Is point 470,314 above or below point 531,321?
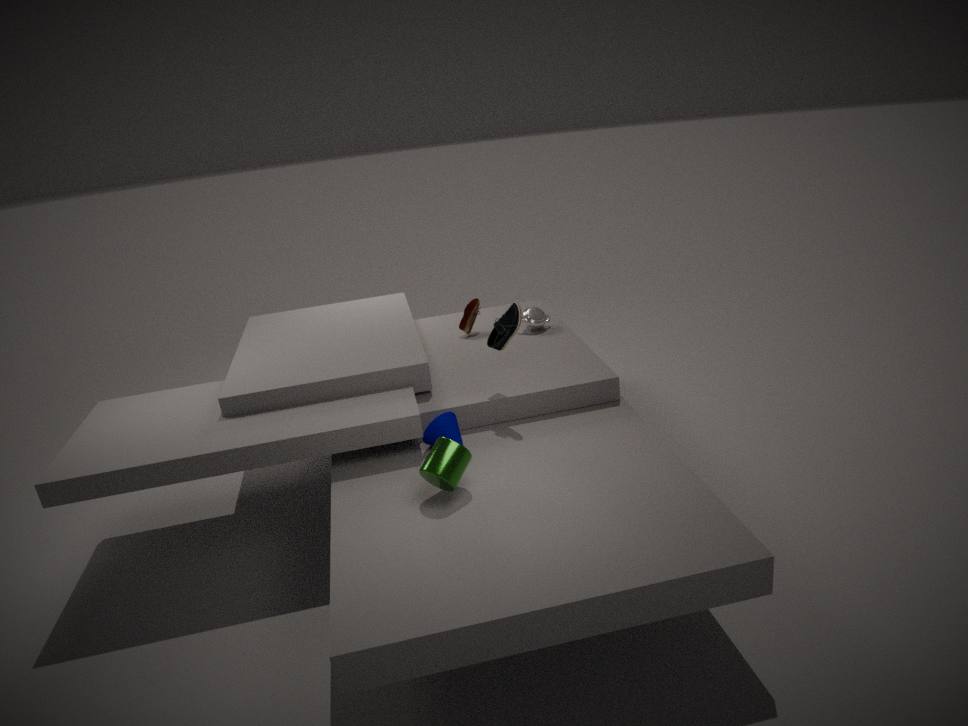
above
